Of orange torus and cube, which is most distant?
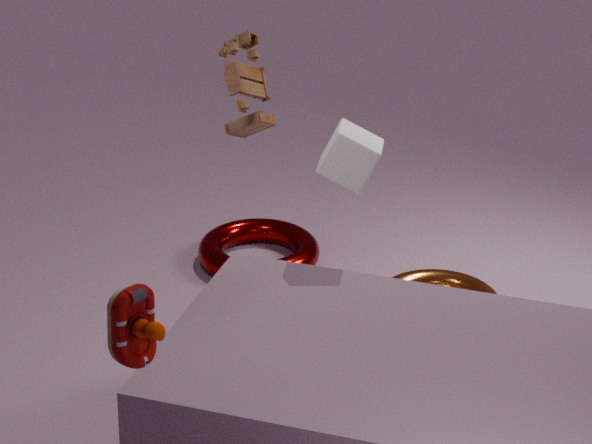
orange torus
